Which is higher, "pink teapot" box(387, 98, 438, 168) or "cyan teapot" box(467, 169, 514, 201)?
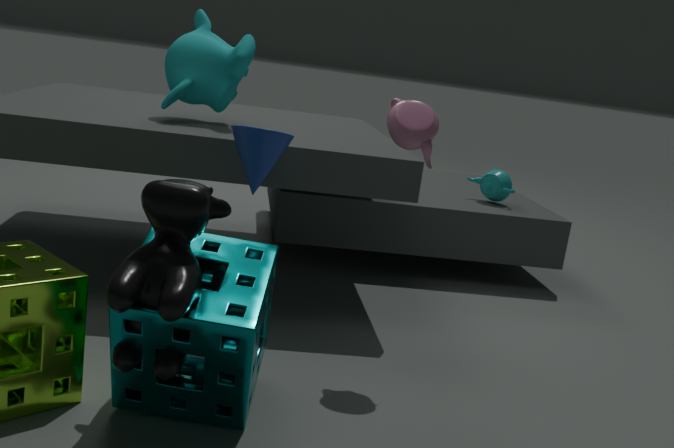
"pink teapot" box(387, 98, 438, 168)
